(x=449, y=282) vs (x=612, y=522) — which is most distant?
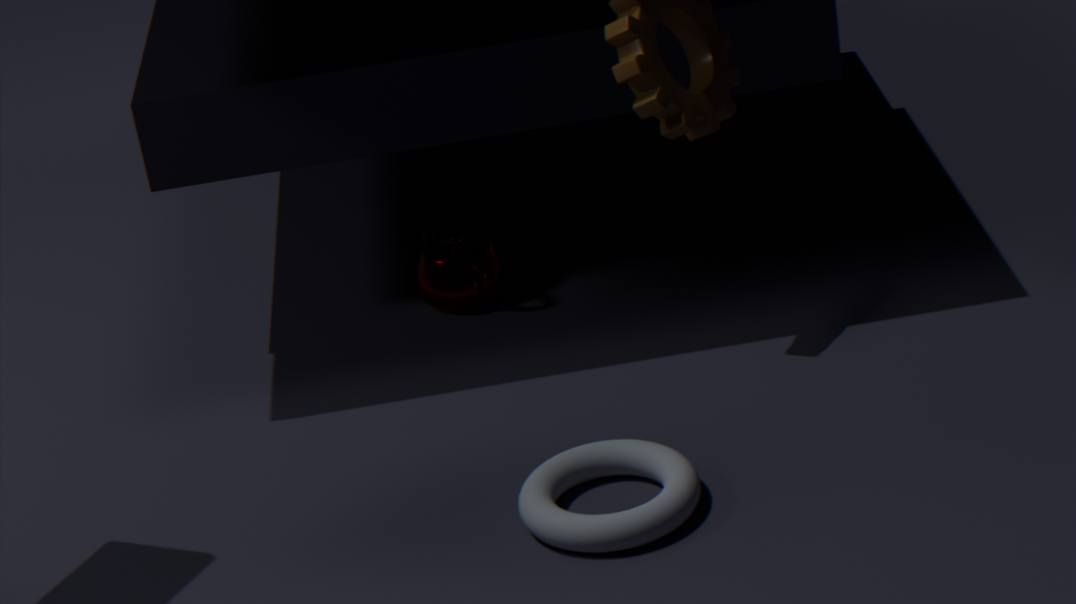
(x=449, y=282)
